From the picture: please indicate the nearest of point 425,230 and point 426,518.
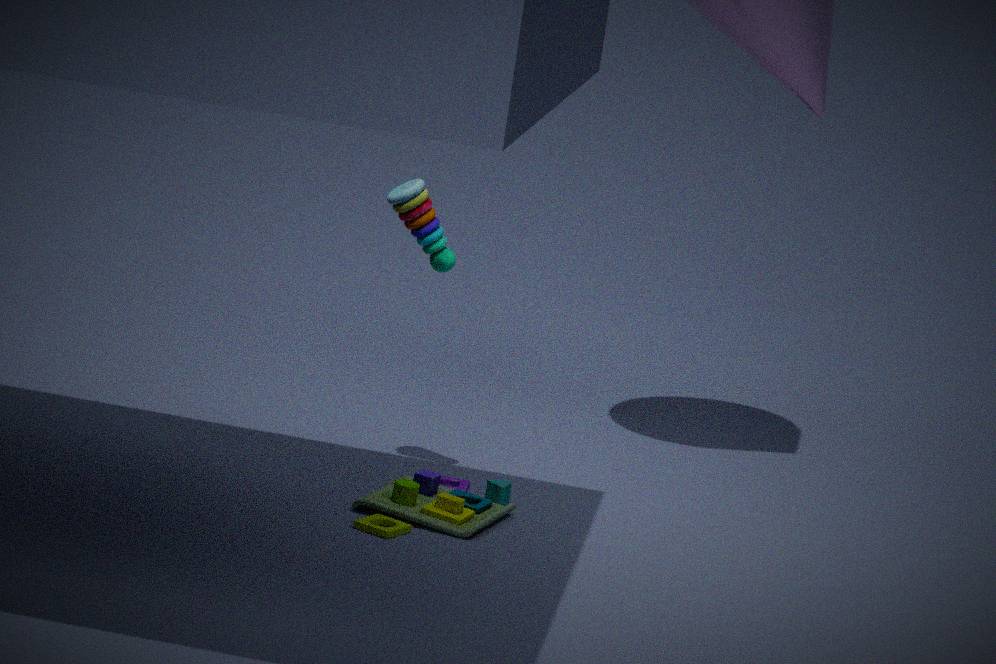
point 426,518
